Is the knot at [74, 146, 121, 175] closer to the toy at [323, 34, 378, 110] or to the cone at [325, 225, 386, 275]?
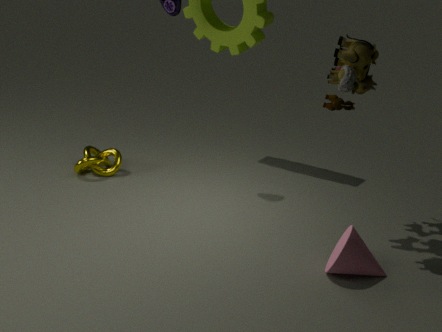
the toy at [323, 34, 378, 110]
